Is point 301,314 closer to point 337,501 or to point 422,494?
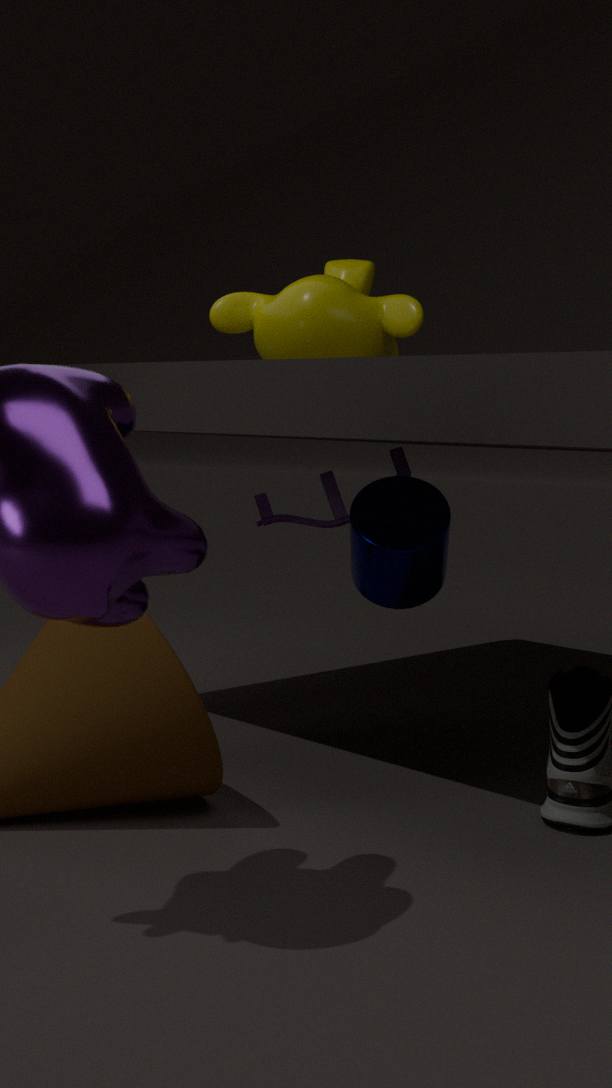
point 337,501
